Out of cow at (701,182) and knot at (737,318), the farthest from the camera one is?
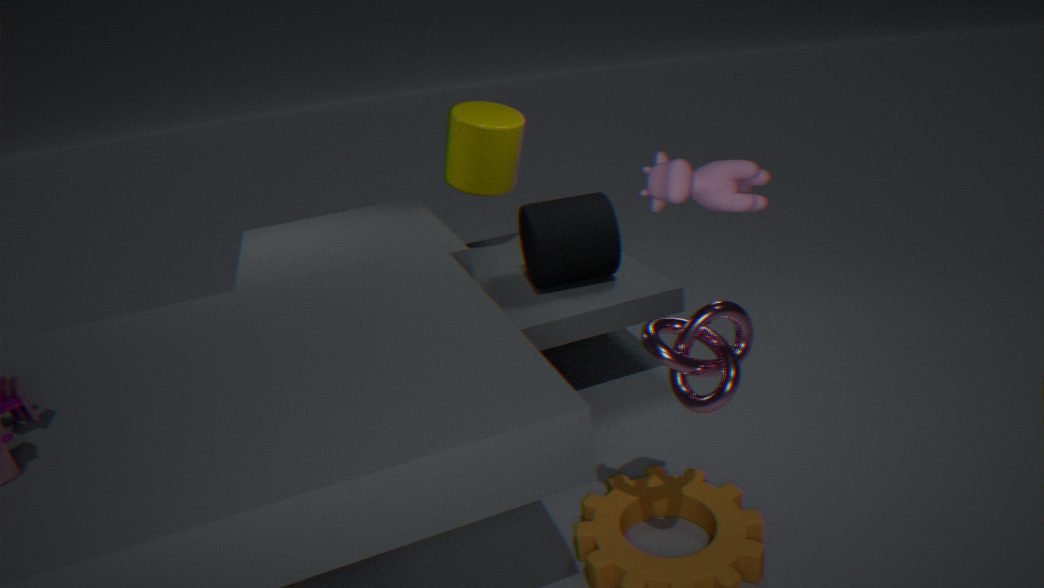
knot at (737,318)
